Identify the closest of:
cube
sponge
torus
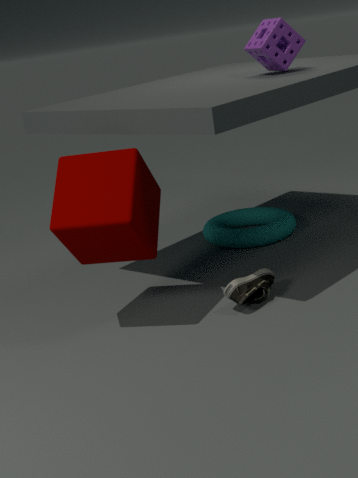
cube
